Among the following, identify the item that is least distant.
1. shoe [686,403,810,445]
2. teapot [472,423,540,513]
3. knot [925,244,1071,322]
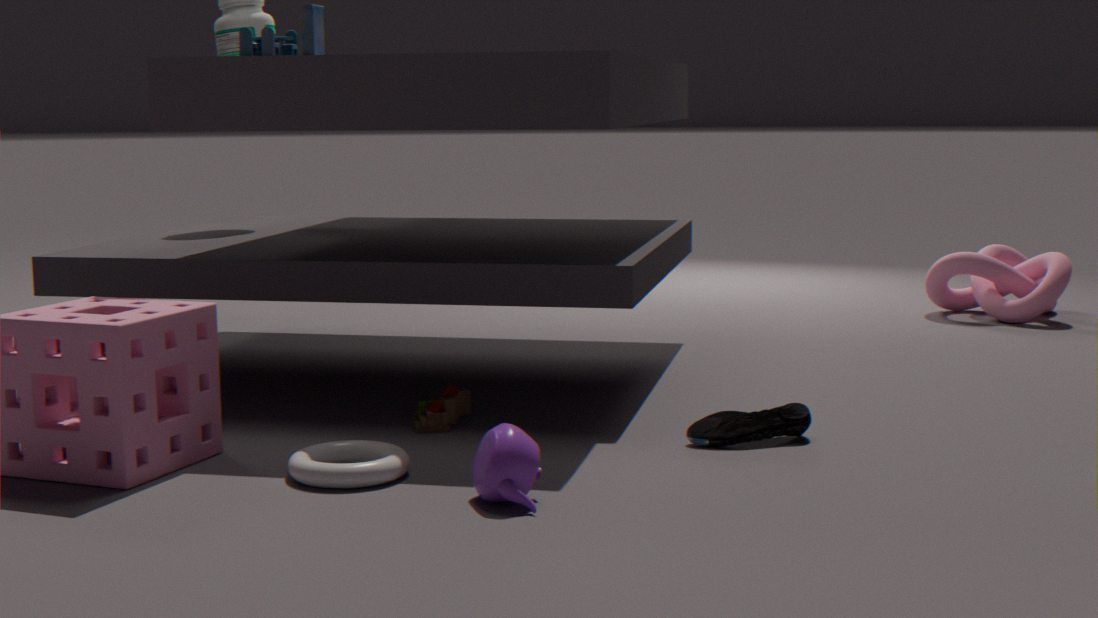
teapot [472,423,540,513]
